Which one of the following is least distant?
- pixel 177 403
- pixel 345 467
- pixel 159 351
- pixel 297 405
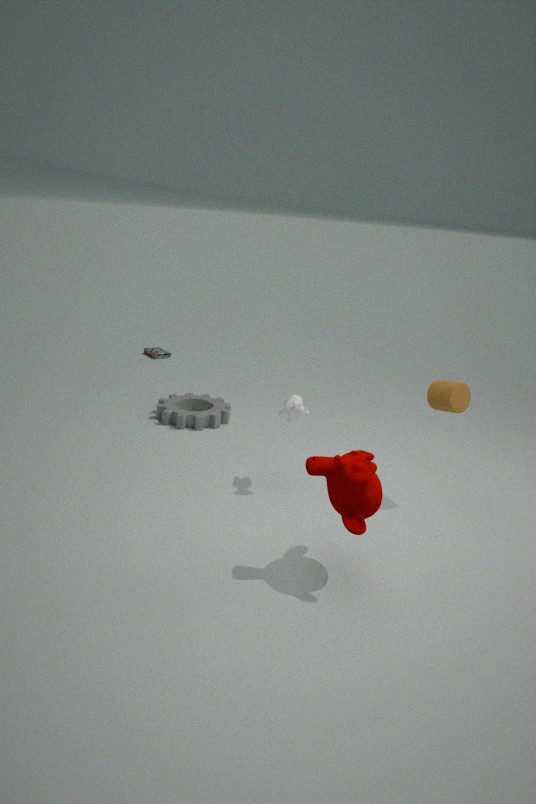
pixel 345 467
